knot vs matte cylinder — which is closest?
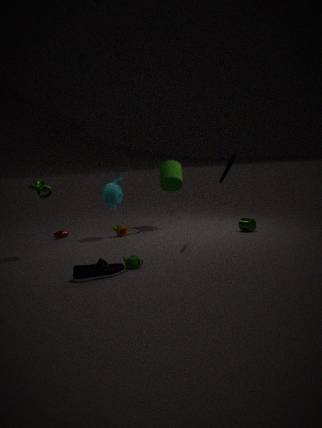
knot
